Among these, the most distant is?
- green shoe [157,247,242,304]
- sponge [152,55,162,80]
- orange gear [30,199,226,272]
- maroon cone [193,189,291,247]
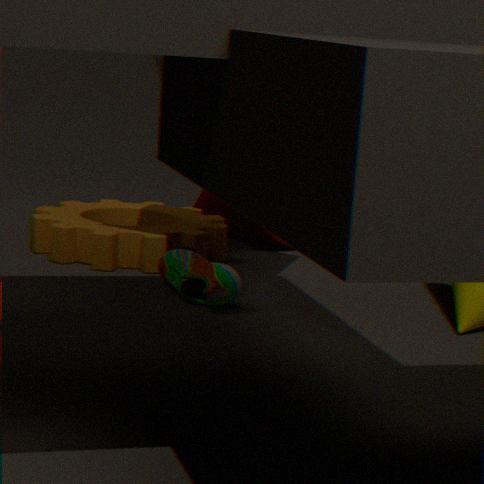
maroon cone [193,189,291,247]
